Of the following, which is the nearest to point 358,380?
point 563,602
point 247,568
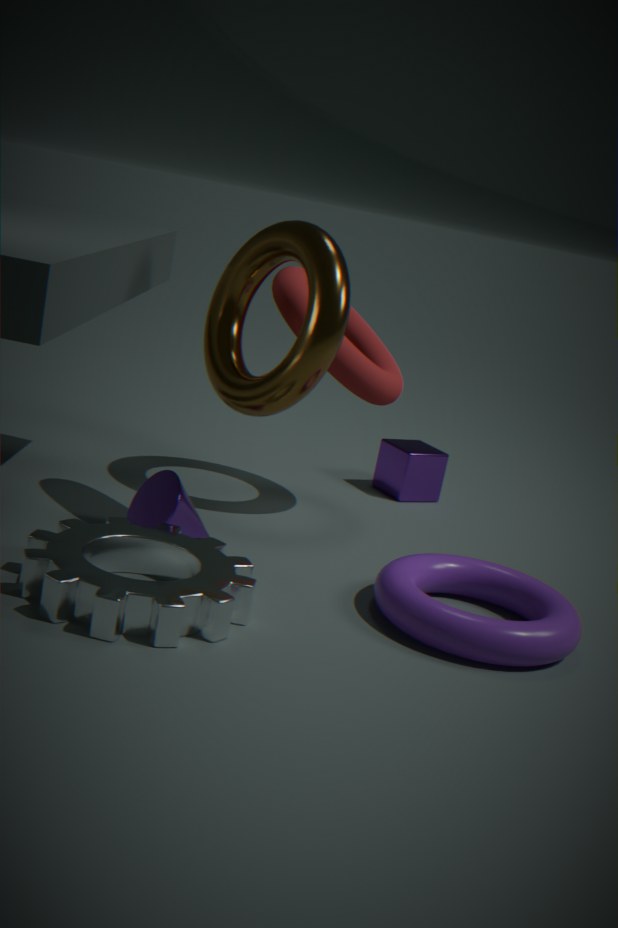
point 563,602
